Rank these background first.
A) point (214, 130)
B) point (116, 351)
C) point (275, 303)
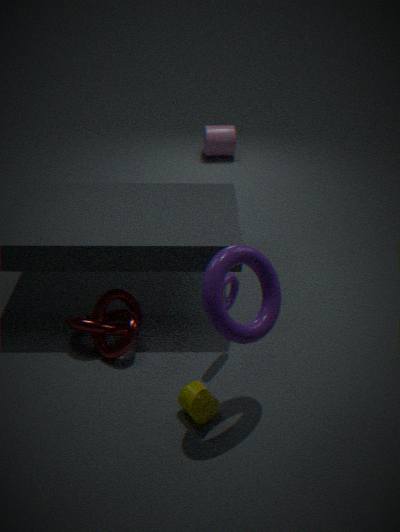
A. point (214, 130), B. point (116, 351), C. point (275, 303)
